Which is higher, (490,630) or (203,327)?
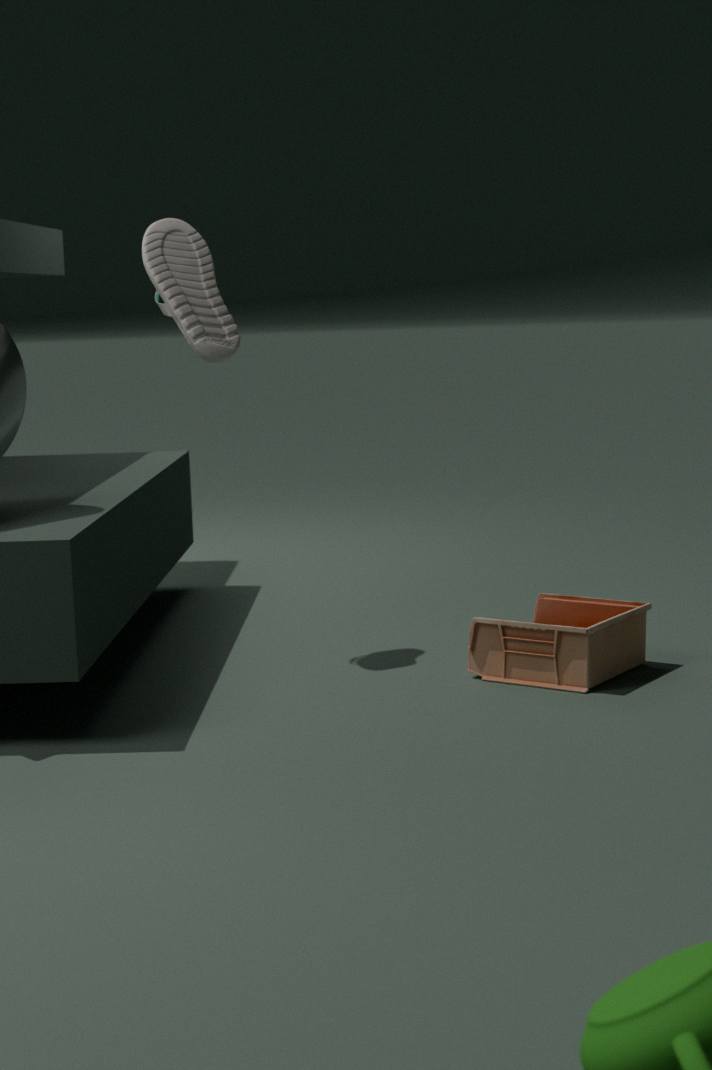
(203,327)
